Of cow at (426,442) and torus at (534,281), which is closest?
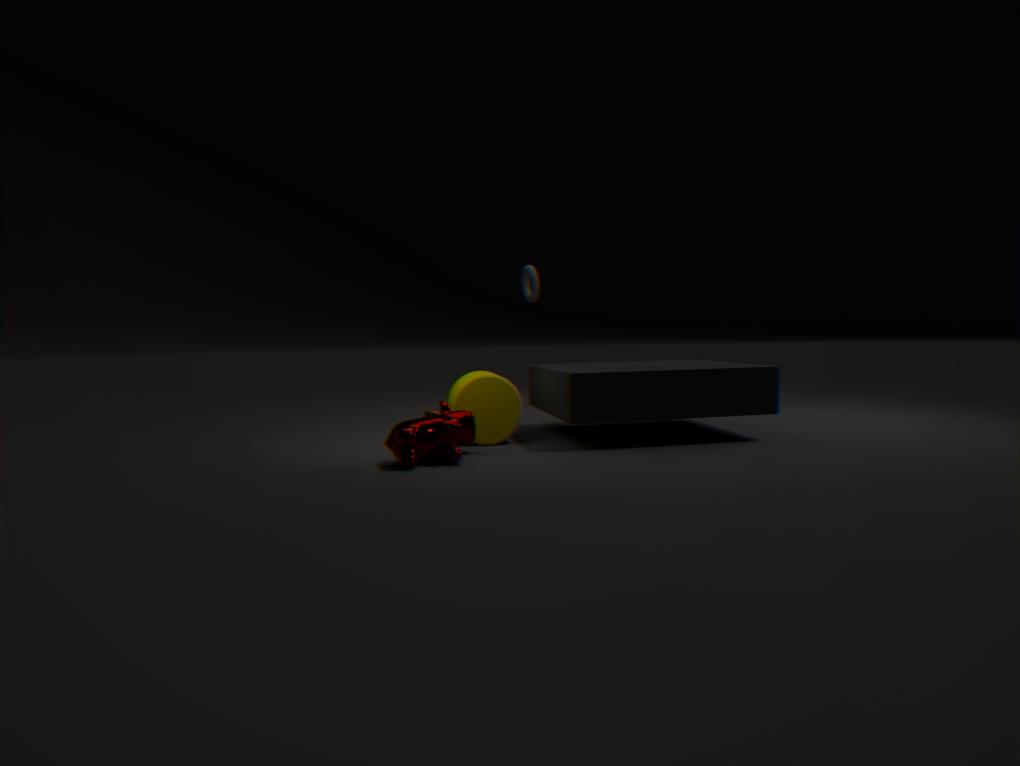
cow at (426,442)
